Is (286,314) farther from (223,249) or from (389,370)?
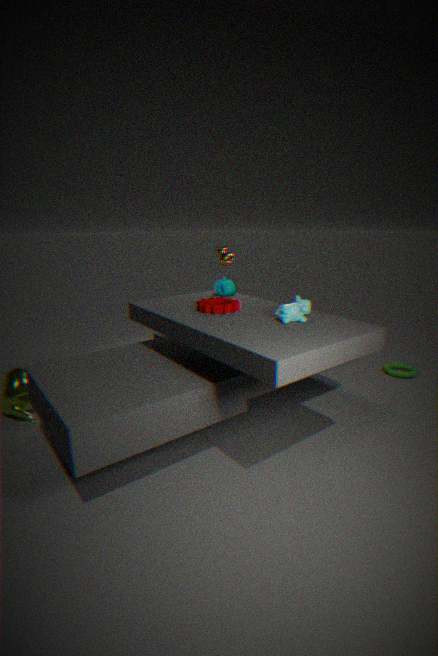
(223,249)
